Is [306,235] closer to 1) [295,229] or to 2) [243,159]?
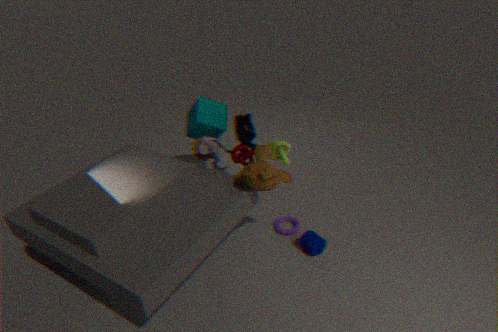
1) [295,229]
